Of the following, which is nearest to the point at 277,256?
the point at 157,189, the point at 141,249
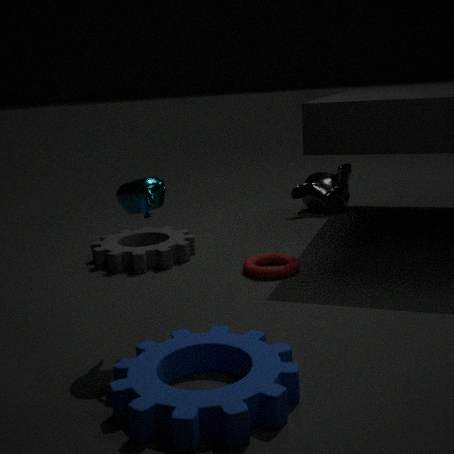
the point at 141,249
